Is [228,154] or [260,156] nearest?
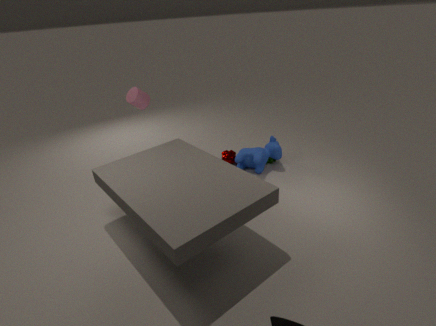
[260,156]
